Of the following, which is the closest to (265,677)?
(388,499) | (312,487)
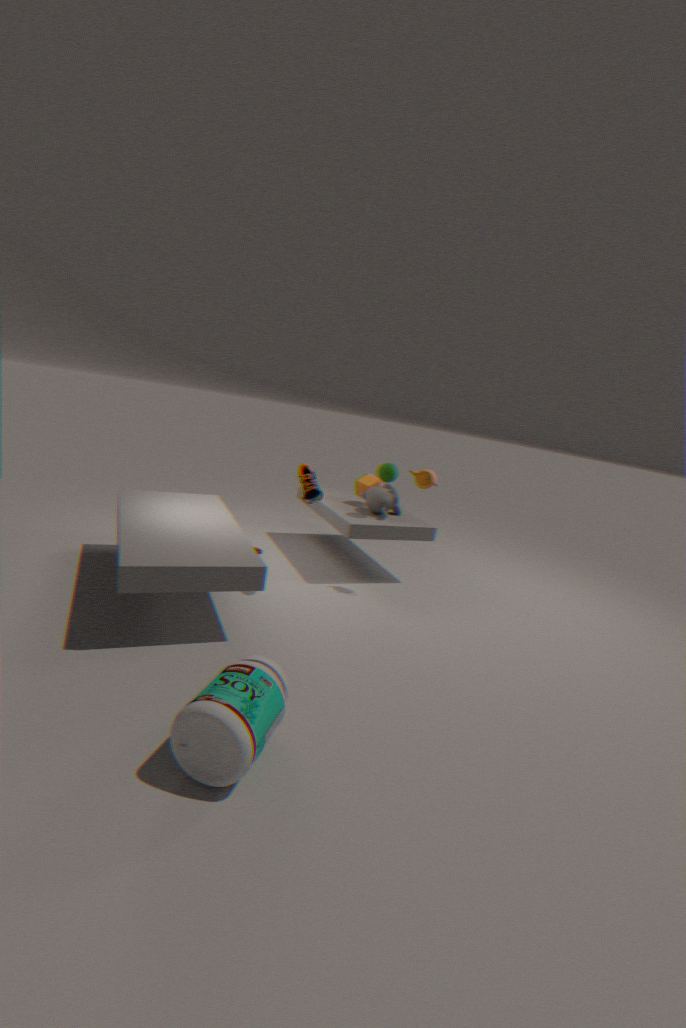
(312,487)
